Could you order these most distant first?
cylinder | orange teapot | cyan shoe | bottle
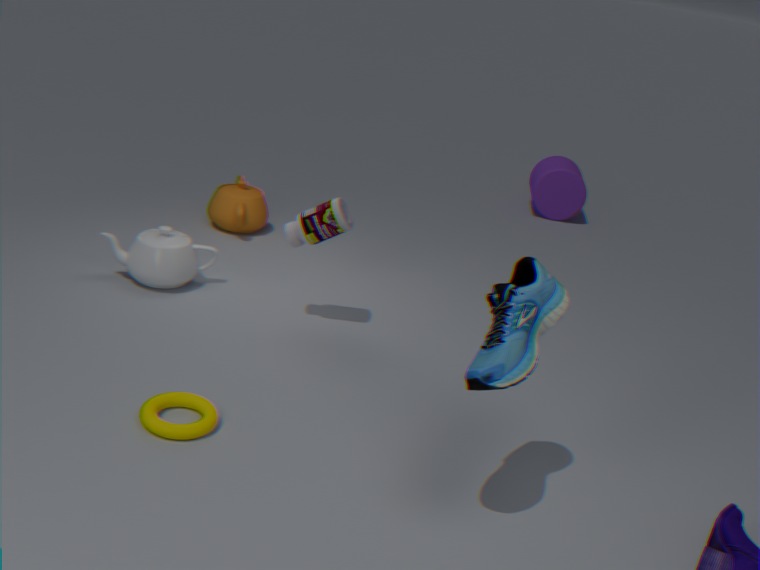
cylinder < orange teapot < bottle < cyan shoe
